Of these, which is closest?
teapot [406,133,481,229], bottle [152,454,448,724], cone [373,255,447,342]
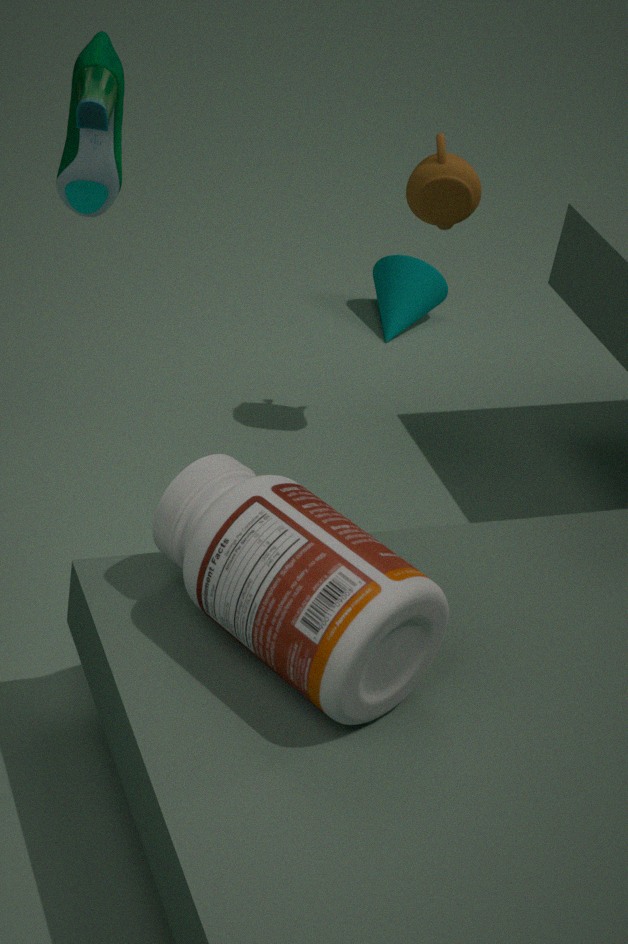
bottle [152,454,448,724]
